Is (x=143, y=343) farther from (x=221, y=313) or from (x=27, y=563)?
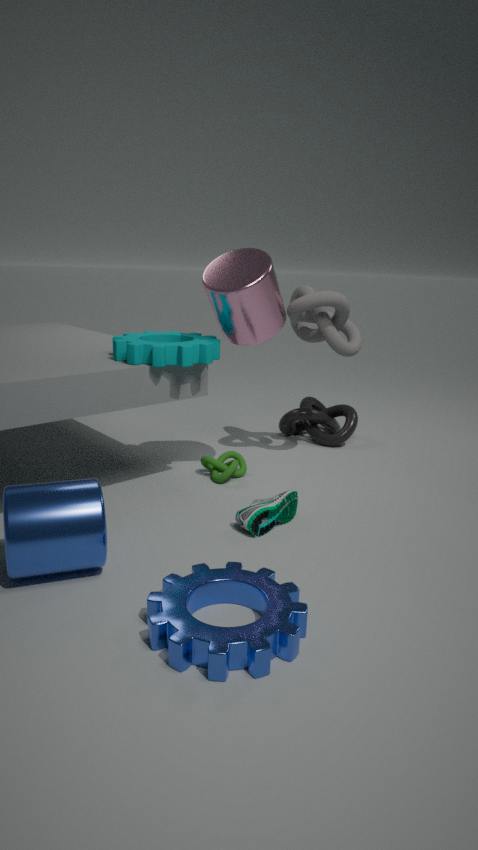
(x=27, y=563)
